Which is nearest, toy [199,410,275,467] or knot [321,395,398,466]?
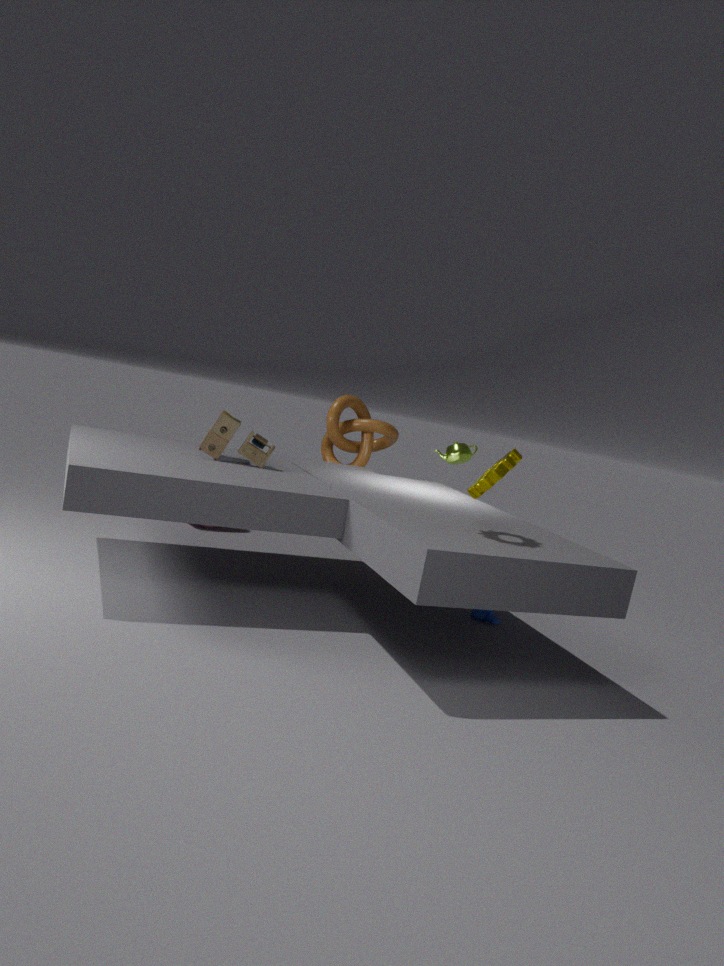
toy [199,410,275,467]
